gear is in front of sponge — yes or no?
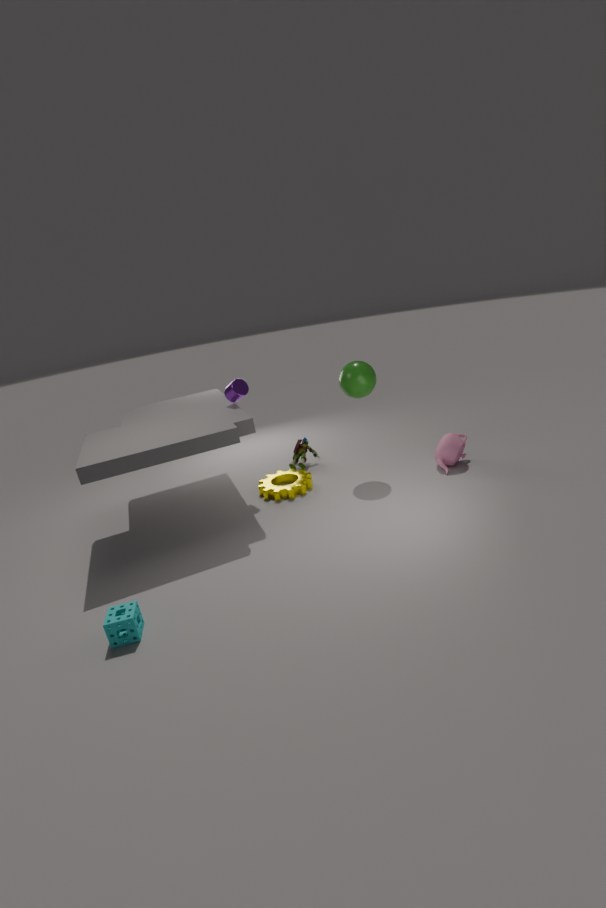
No
